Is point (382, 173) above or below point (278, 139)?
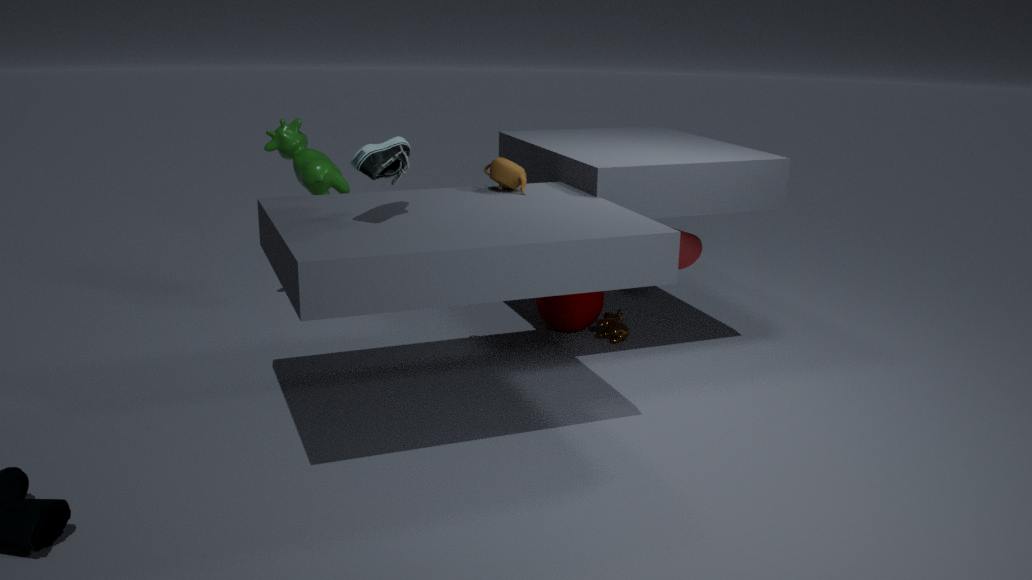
above
